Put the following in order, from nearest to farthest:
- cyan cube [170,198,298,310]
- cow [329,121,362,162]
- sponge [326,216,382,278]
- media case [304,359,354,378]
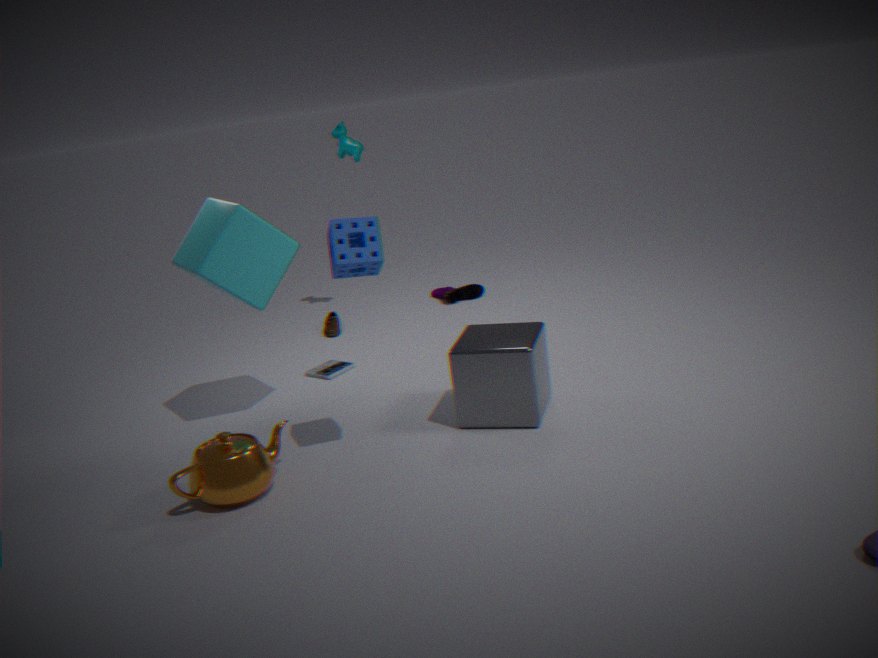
sponge [326,216,382,278] → cyan cube [170,198,298,310] → media case [304,359,354,378] → cow [329,121,362,162]
